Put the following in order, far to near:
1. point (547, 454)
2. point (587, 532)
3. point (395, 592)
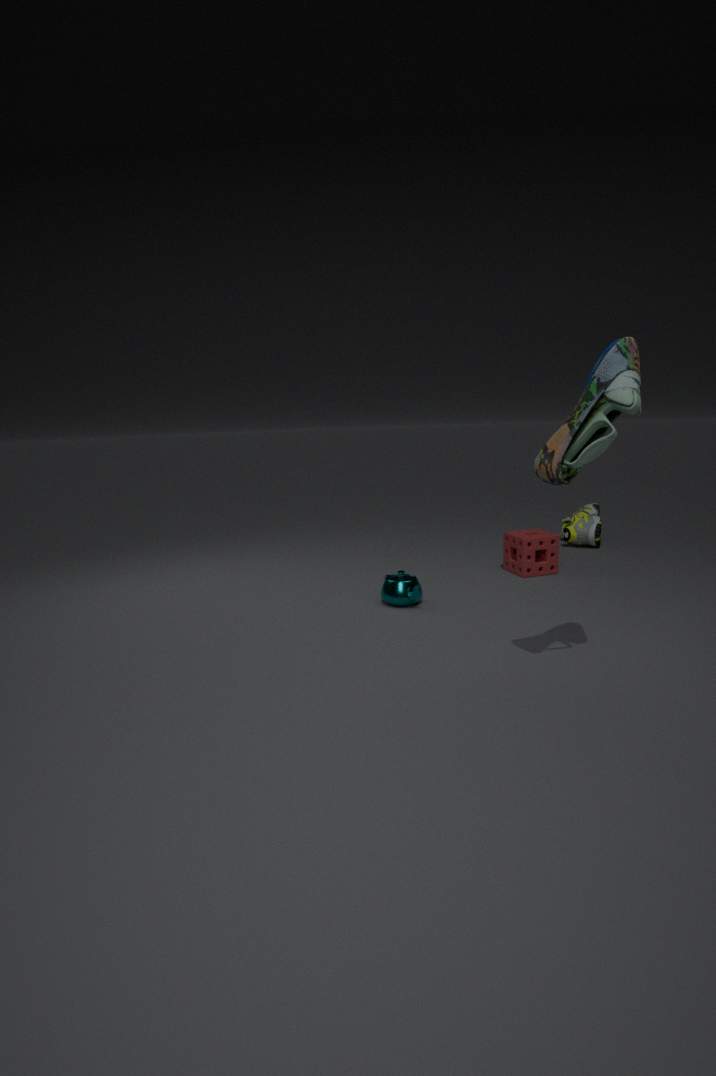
point (587, 532)
point (395, 592)
point (547, 454)
